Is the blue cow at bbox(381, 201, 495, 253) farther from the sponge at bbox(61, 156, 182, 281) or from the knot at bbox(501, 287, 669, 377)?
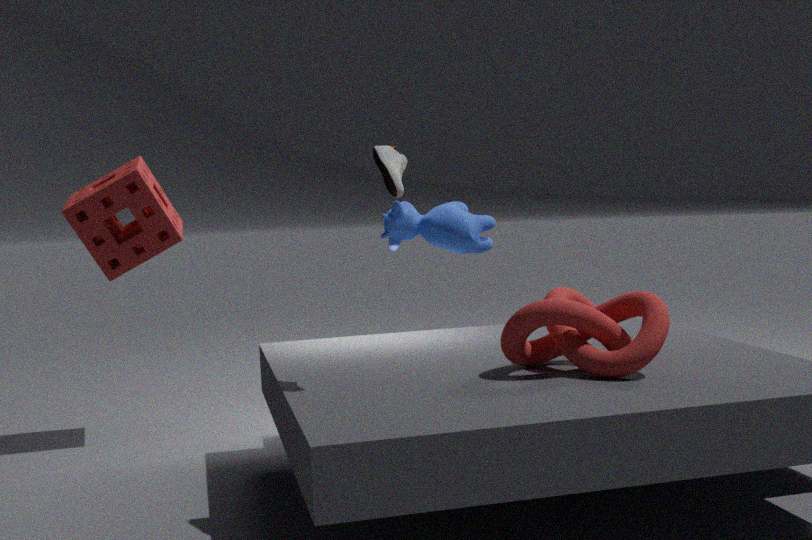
the knot at bbox(501, 287, 669, 377)
